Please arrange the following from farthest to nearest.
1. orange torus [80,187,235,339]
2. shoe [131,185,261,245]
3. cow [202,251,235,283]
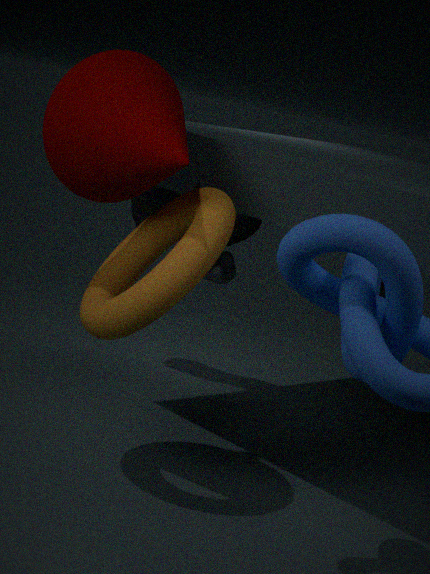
shoe [131,185,261,245] < cow [202,251,235,283] < orange torus [80,187,235,339]
